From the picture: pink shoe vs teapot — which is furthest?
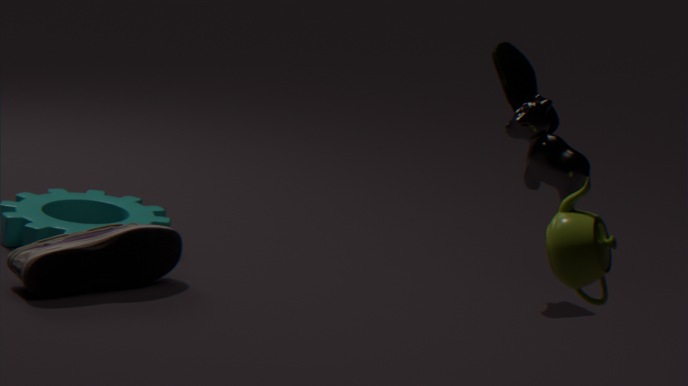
pink shoe
